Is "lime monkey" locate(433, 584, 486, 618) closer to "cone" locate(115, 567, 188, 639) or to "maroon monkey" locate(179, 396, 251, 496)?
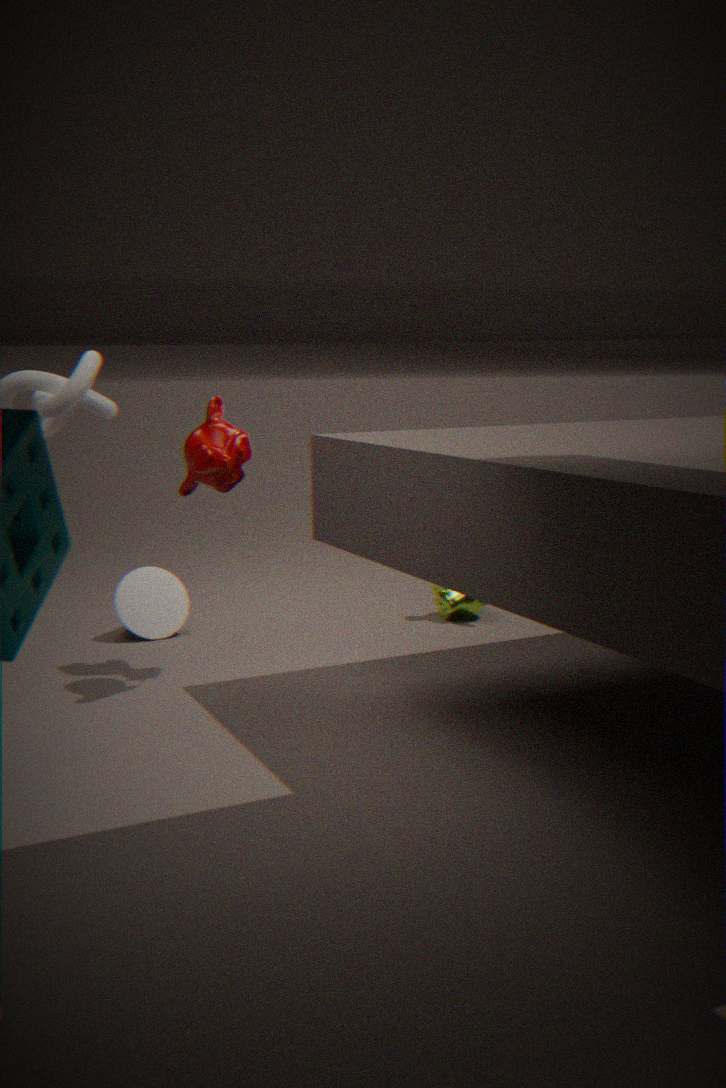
"cone" locate(115, 567, 188, 639)
